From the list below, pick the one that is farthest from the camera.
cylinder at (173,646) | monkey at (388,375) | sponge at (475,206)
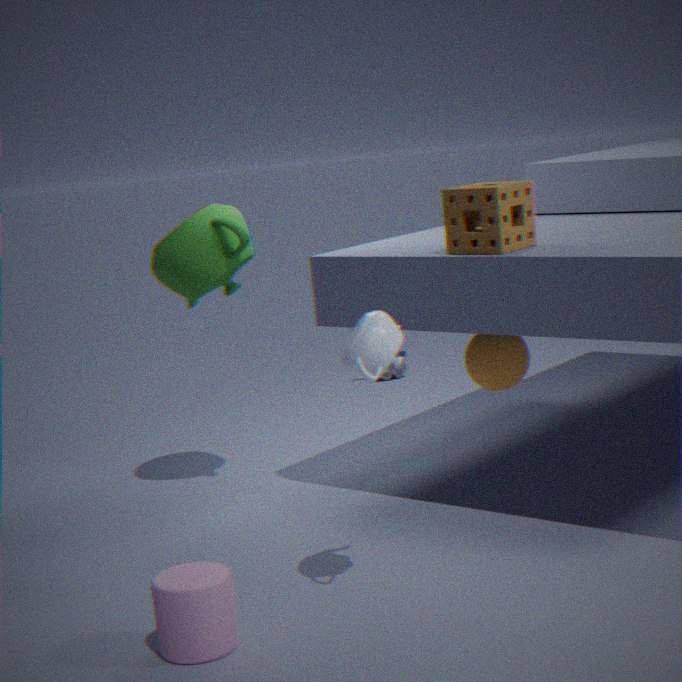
monkey at (388,375)
